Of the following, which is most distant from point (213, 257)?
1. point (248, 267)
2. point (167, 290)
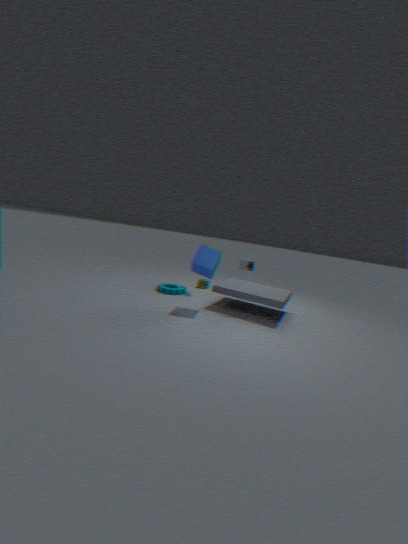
point (167, 290)
